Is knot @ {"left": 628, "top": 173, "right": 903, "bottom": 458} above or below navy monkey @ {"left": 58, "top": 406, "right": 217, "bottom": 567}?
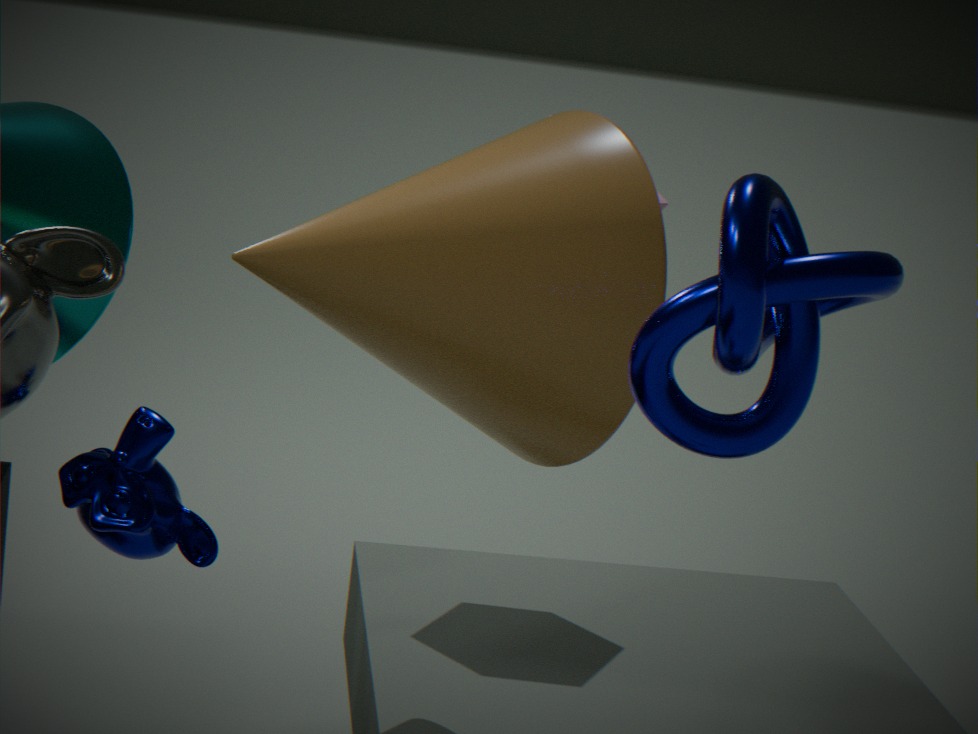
above
